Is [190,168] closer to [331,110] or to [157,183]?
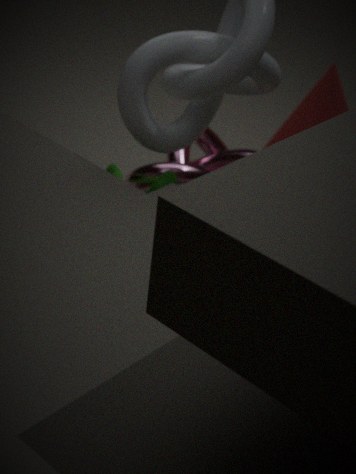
[157,183]
